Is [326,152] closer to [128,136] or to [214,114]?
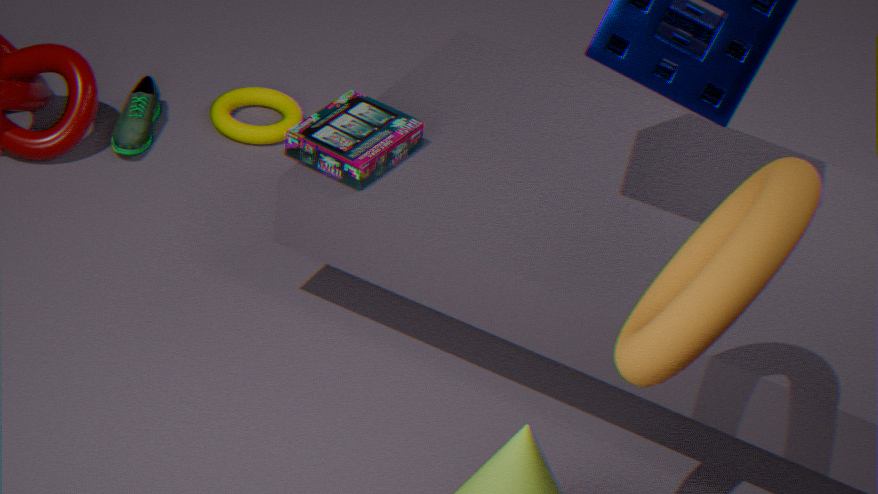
[214,114]
